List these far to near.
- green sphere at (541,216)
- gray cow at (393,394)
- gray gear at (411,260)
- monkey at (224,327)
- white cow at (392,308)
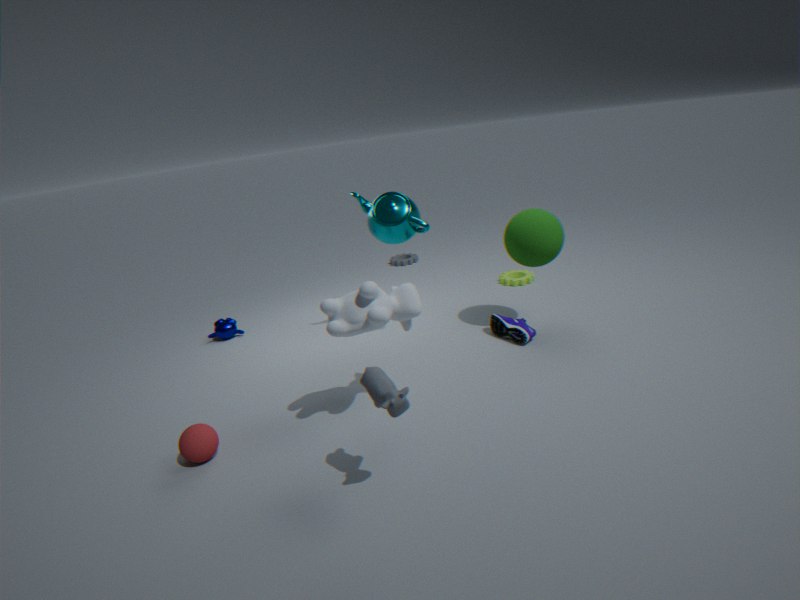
1. gray gear at (411,260)
2. monkey at (224,327)
3. green sphere at (541,216)
4. white cow at (392,308)
5. gray cow at (393,394)
